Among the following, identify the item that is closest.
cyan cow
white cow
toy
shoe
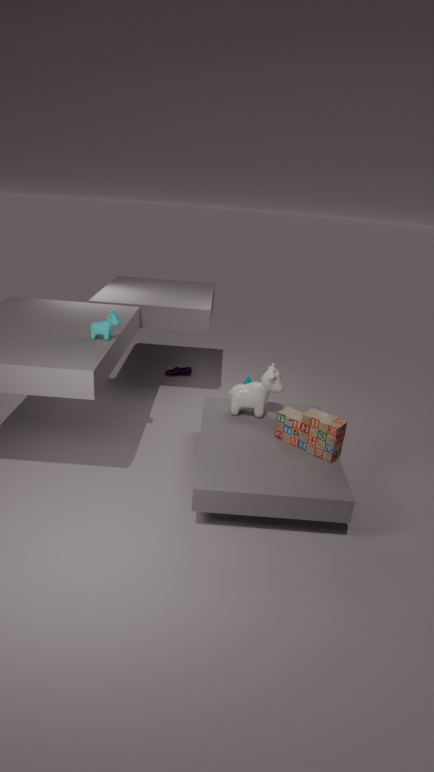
toy
